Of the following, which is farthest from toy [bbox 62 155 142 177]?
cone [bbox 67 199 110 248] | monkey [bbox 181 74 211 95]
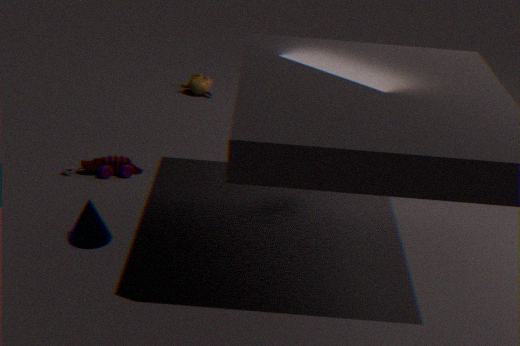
monkey [bbox 181 74 211 95]
